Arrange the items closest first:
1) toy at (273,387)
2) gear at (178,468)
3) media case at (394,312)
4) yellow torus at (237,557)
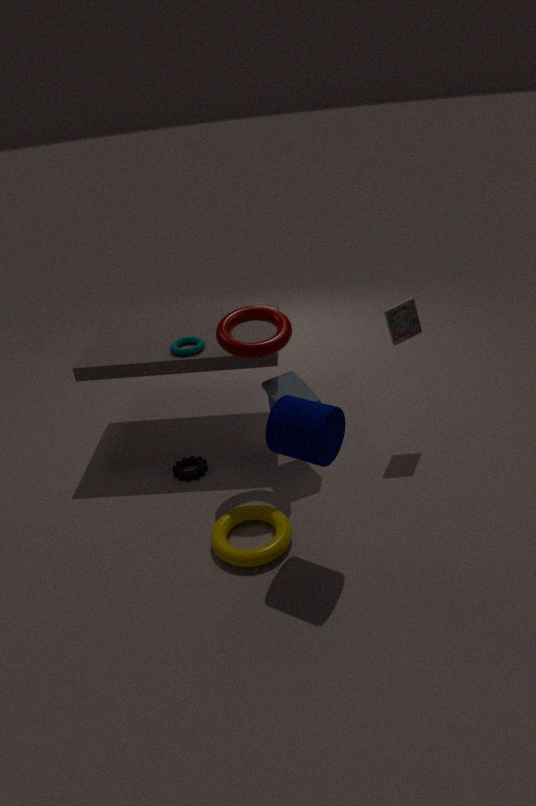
4. yellow torus at (237,557) < 1. toy at (273,387) < 3. media case at (394,312) < 2. gear at (178,468)
